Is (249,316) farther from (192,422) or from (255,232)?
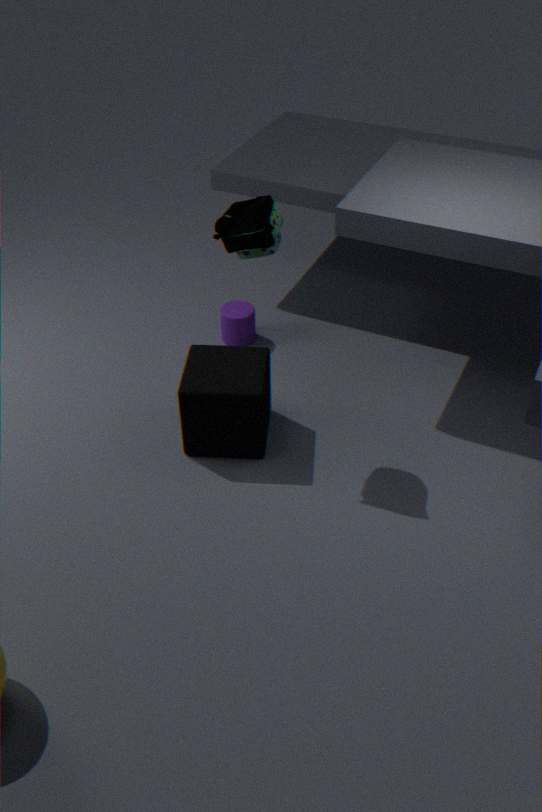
(255,232)
